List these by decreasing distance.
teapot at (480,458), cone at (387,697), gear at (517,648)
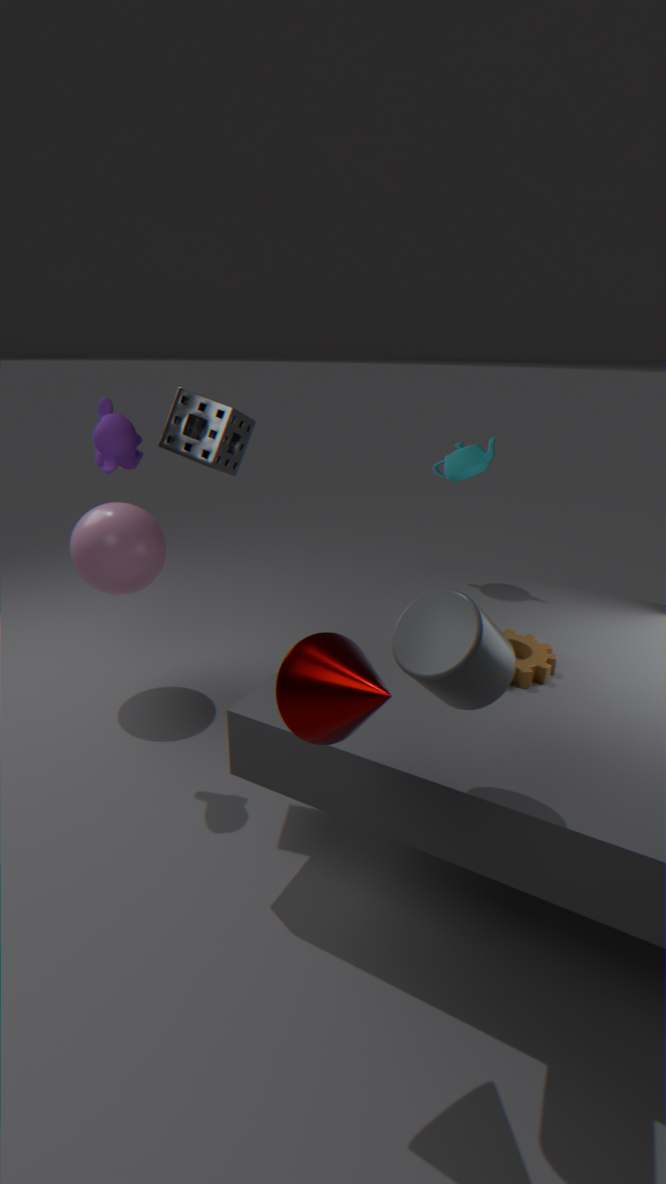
teapot at (480,458) < gear at (517,648) < cone at (387,697)
